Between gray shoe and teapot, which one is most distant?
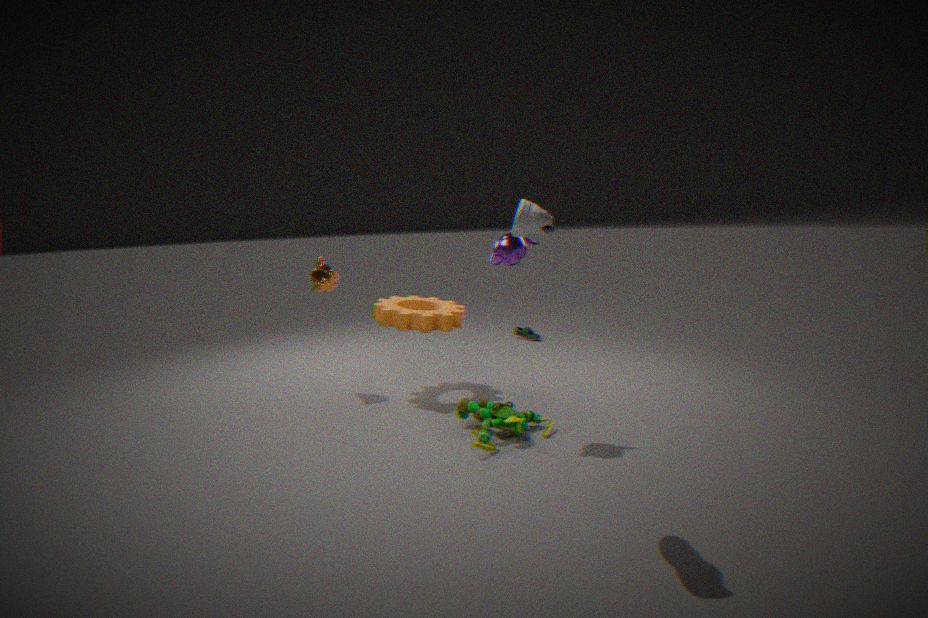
teapot
